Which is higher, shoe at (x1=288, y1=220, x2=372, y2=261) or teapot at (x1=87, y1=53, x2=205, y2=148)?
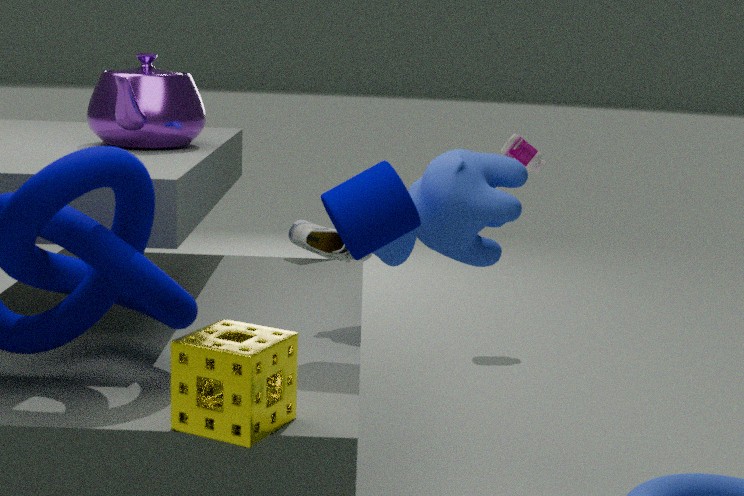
teapot at (x1=87, y1=53, x2=205, y2=148)
